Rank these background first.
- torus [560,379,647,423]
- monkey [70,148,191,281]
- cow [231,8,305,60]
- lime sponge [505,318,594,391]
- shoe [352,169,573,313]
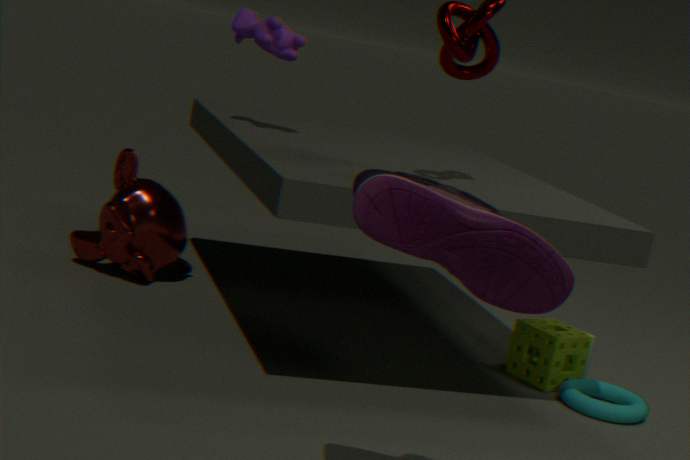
monkey [70,148,191,281]
cow [231,8,305,60]
lime sponge [505,318,594,391]
torus [560,379,647,423]
shoe [352,169,573,313]
